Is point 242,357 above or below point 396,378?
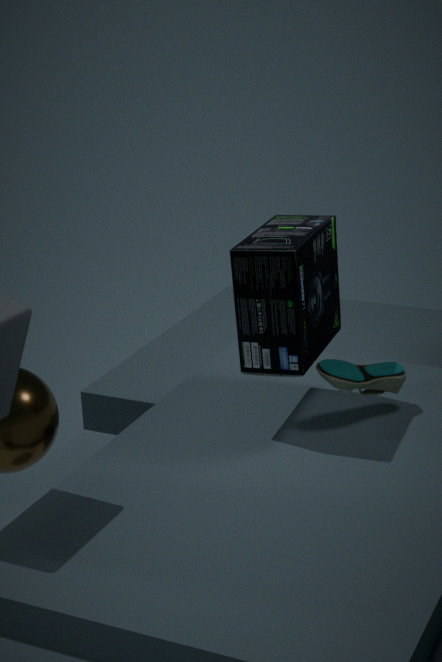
above
